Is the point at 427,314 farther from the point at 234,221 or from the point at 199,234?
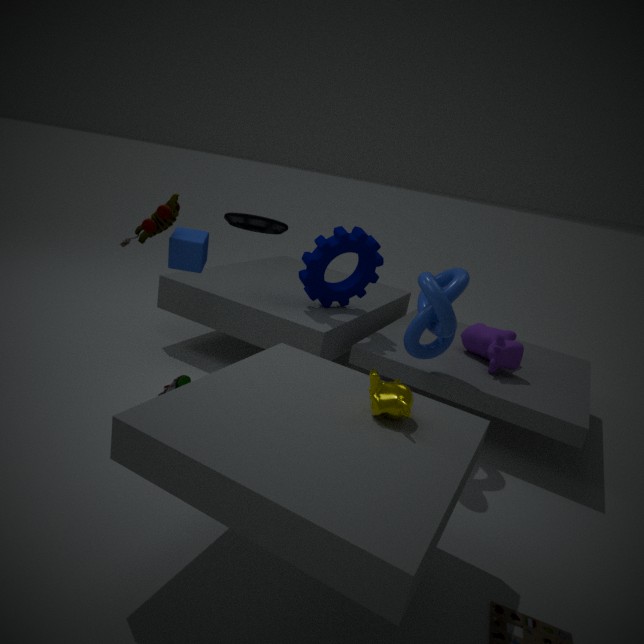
the point at 199,234
